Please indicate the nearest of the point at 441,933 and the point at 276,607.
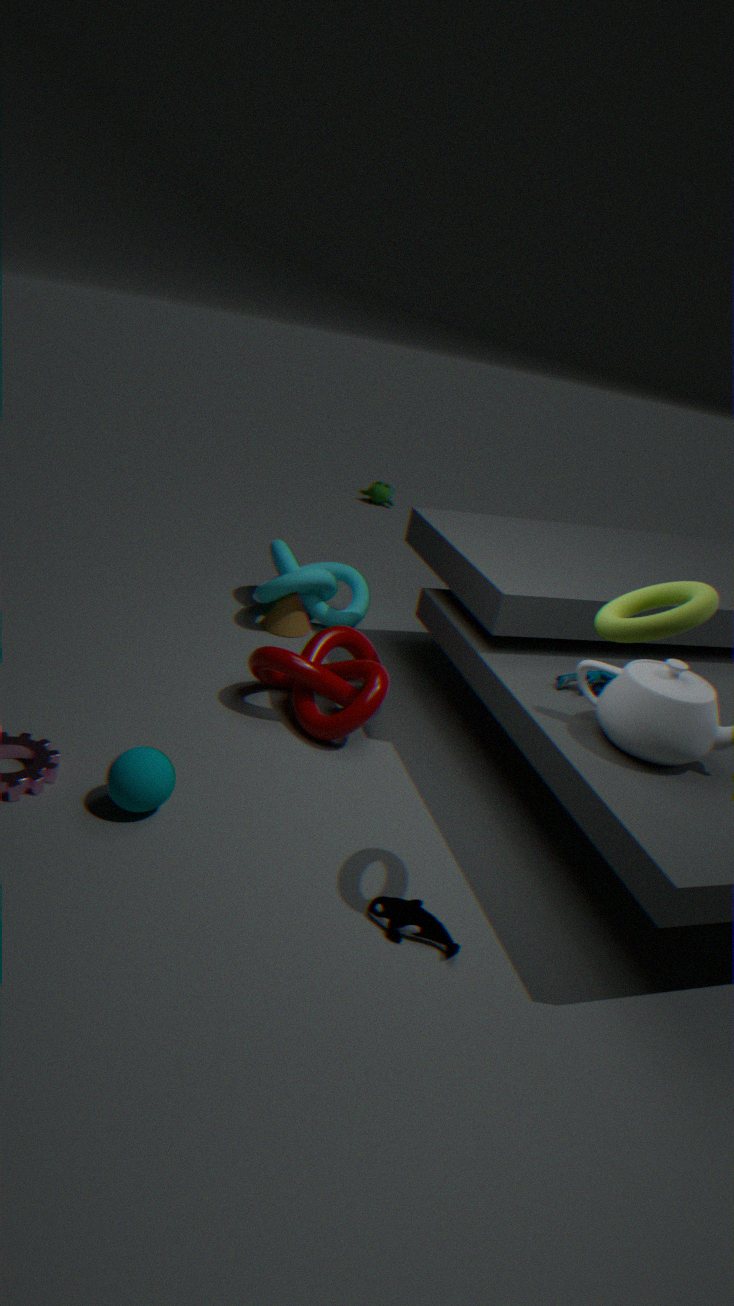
the point at 441,933
